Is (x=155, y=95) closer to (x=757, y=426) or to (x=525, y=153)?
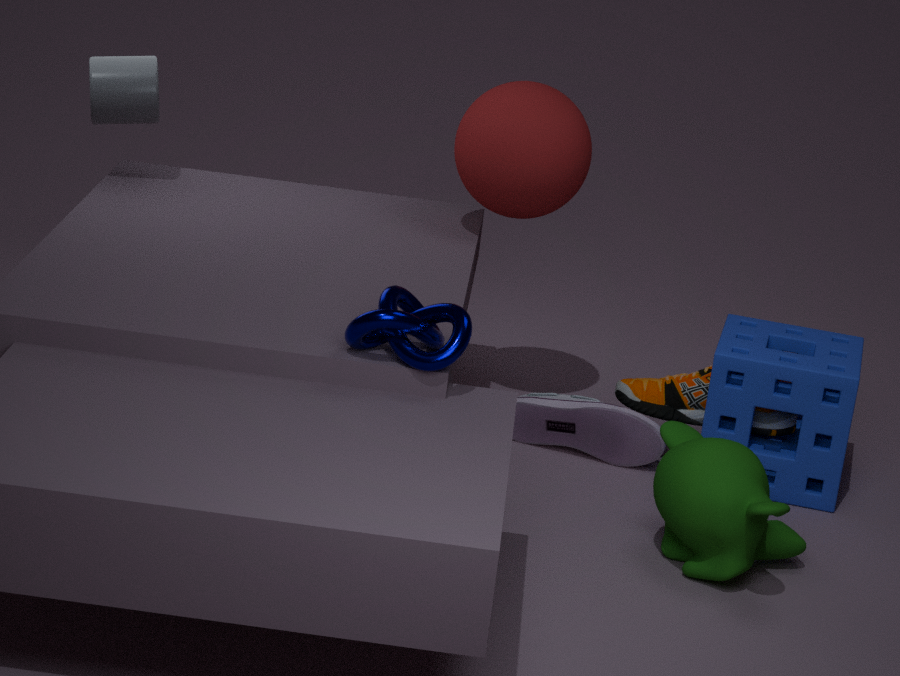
(x=525, y=153)
